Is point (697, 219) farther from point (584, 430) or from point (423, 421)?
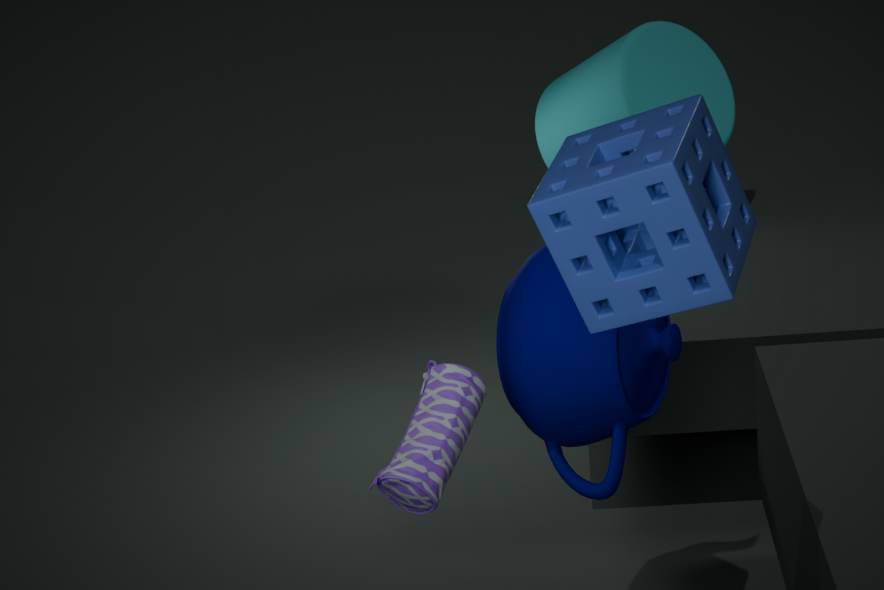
point (584, 430)
